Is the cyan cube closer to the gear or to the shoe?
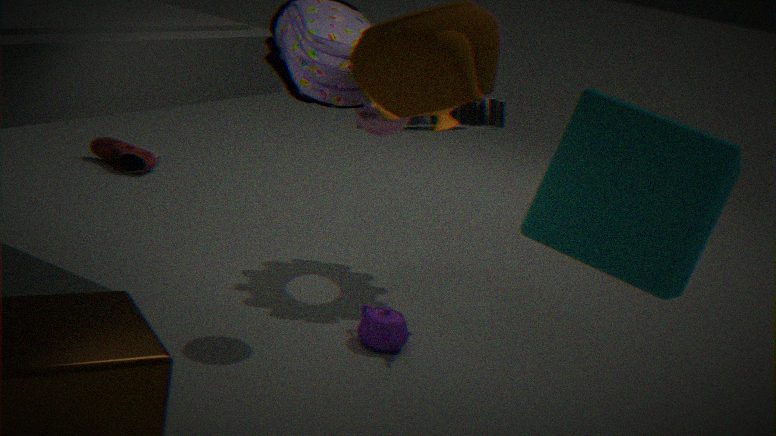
the gear
